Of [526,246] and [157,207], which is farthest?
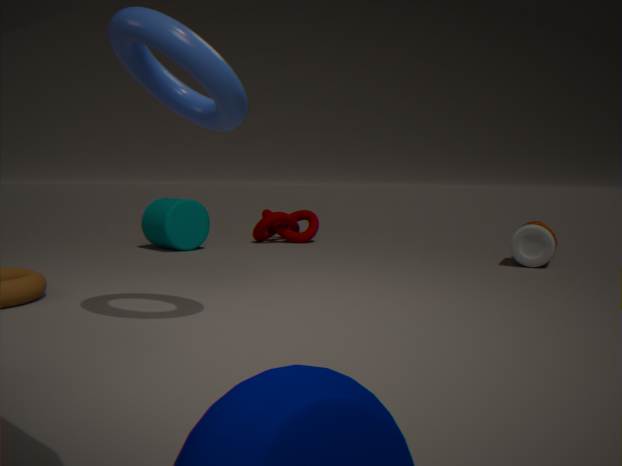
[157,207]
